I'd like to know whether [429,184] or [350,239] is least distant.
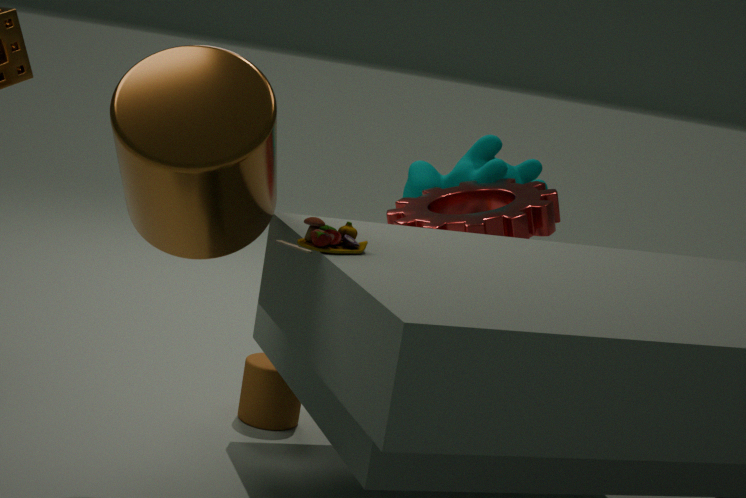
[350,239]
